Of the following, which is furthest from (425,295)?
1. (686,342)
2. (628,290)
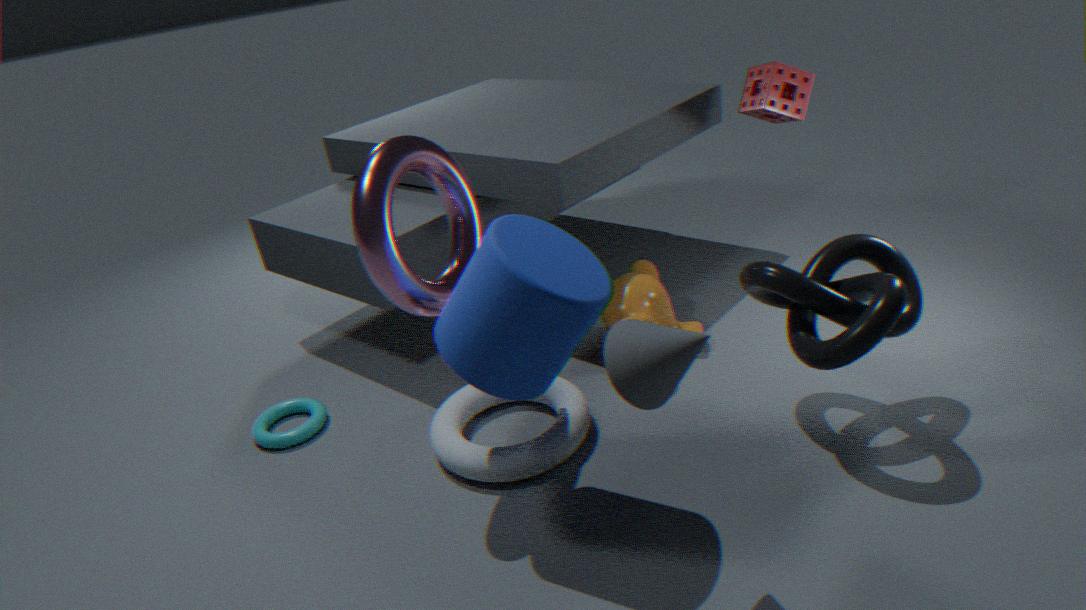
(628,290)
